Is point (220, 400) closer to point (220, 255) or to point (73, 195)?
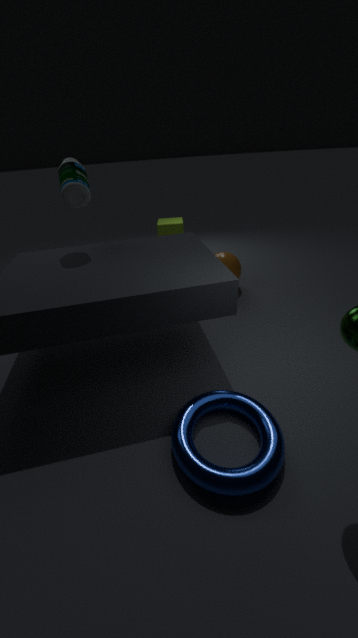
point (220, 255)
